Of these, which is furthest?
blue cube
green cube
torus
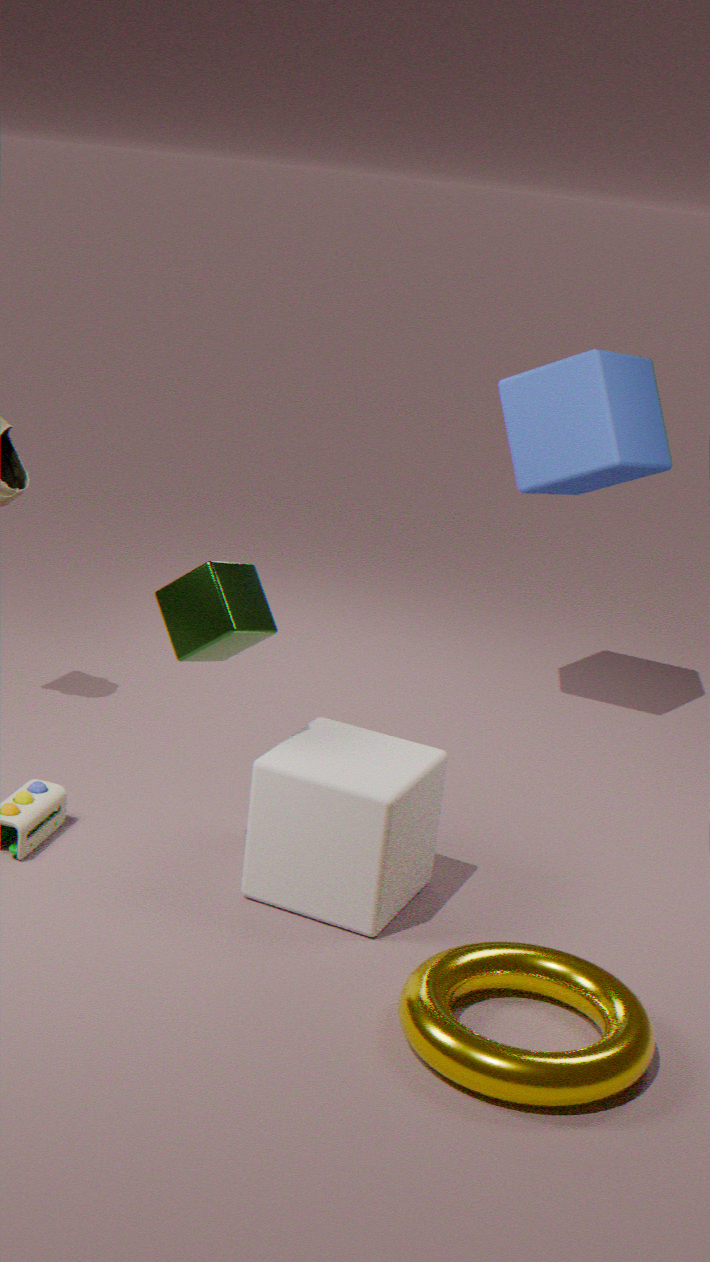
blue cube
